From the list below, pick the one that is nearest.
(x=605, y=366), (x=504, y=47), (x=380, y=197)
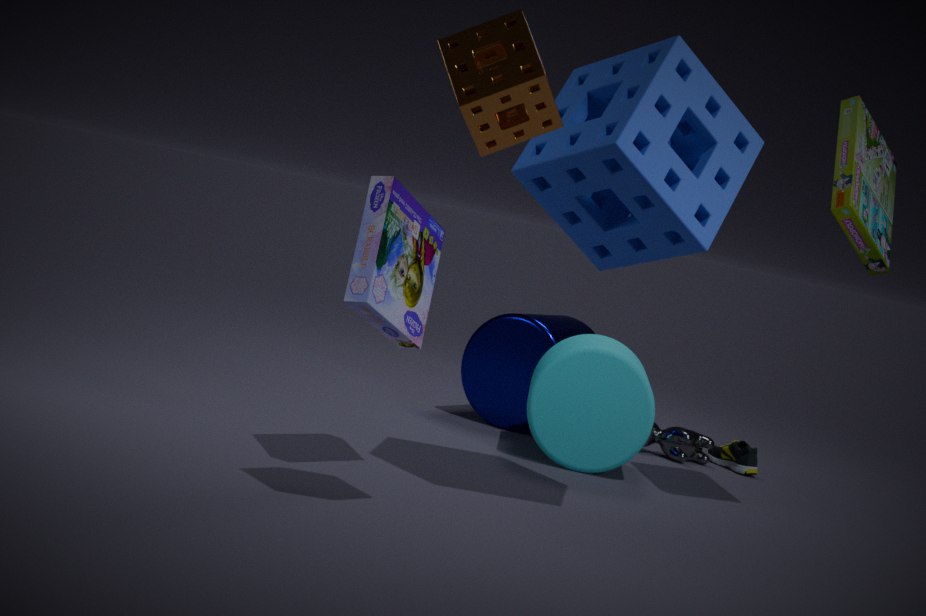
(x=504, y=47)
